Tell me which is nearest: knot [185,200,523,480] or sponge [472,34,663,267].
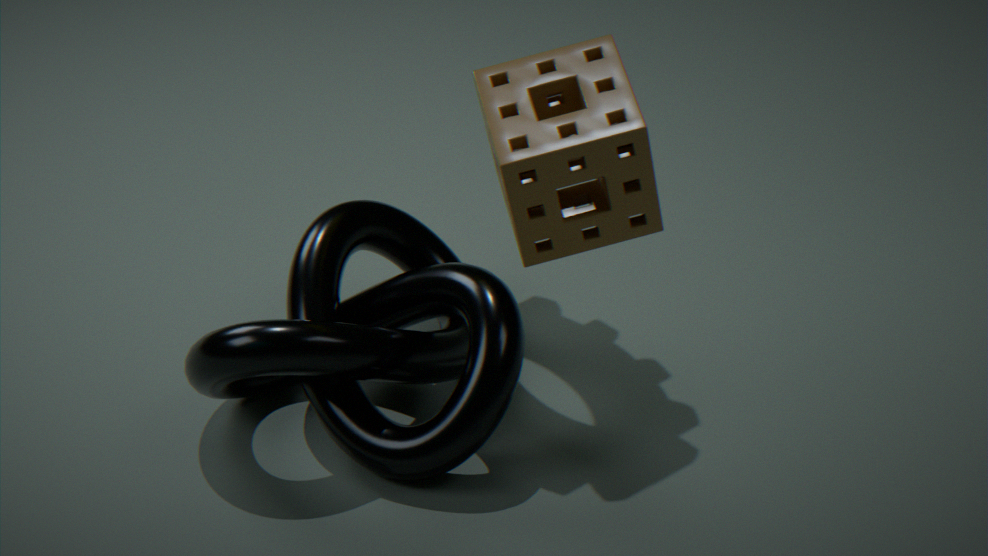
sponge [472,34,663,267]
